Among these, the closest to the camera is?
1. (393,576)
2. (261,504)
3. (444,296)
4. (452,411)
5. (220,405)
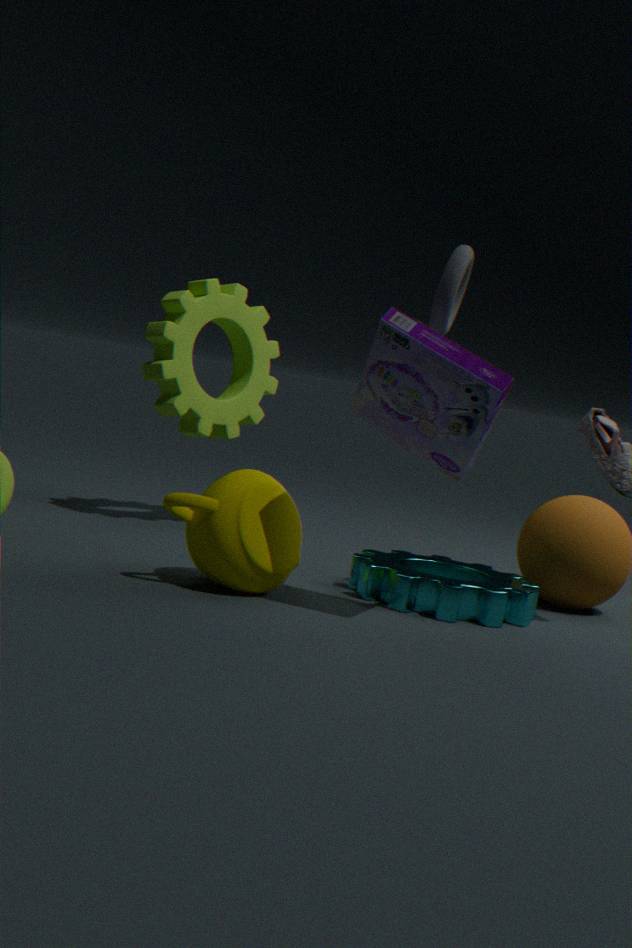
(452,411)
